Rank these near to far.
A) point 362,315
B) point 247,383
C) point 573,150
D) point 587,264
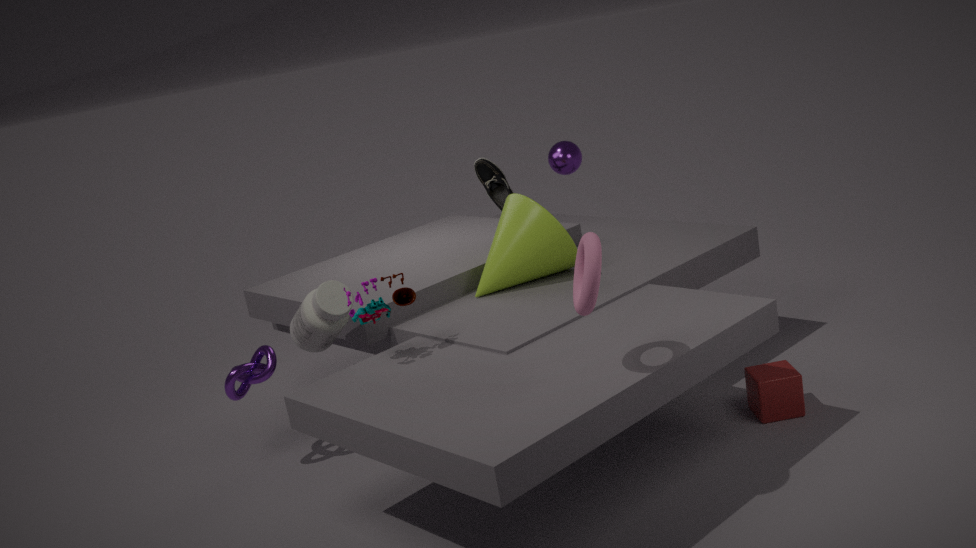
point 587,264 < point 362,315 < point 247,383 < point 573,150
